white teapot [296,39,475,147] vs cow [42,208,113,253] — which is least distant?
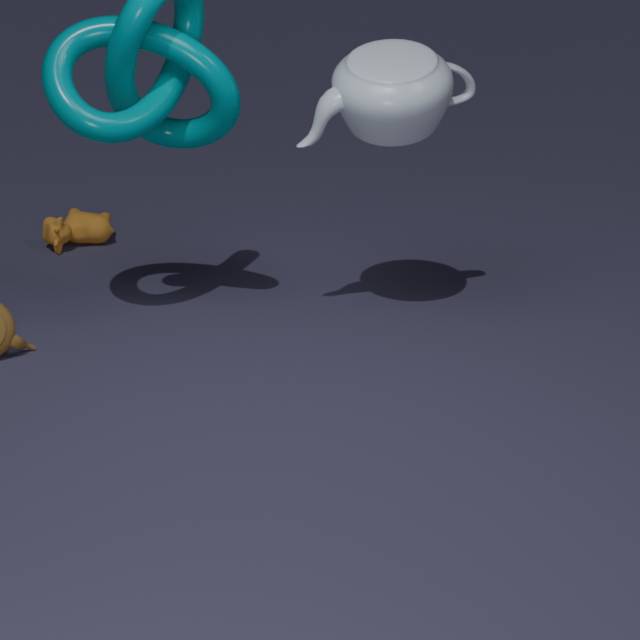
white teapot [296,39,475,147]
